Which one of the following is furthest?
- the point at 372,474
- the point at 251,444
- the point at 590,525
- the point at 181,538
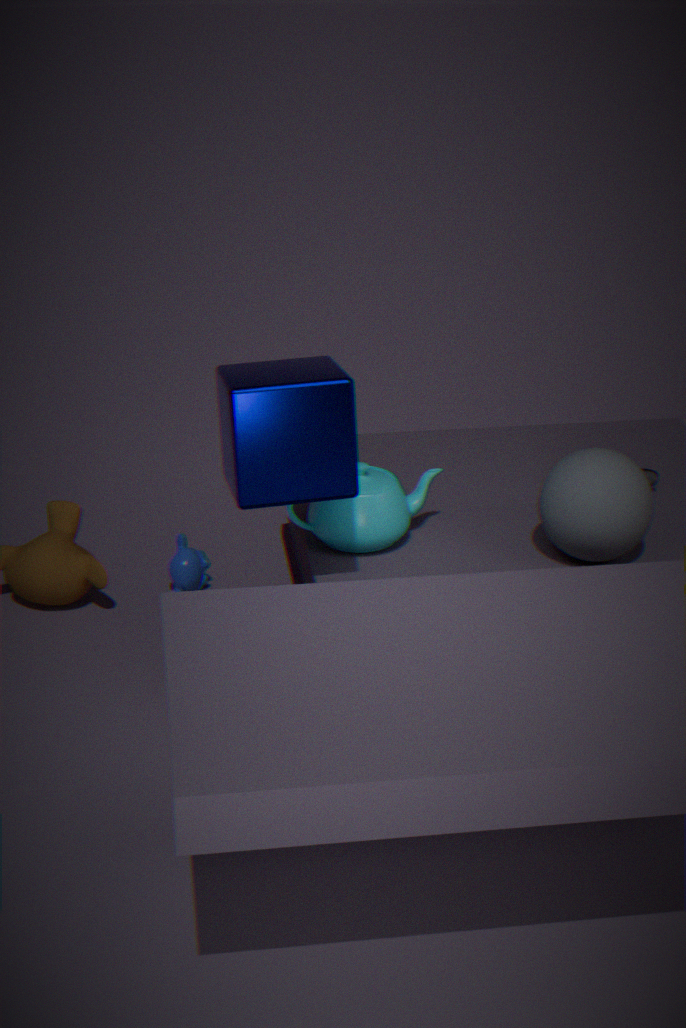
the point at 181,538
